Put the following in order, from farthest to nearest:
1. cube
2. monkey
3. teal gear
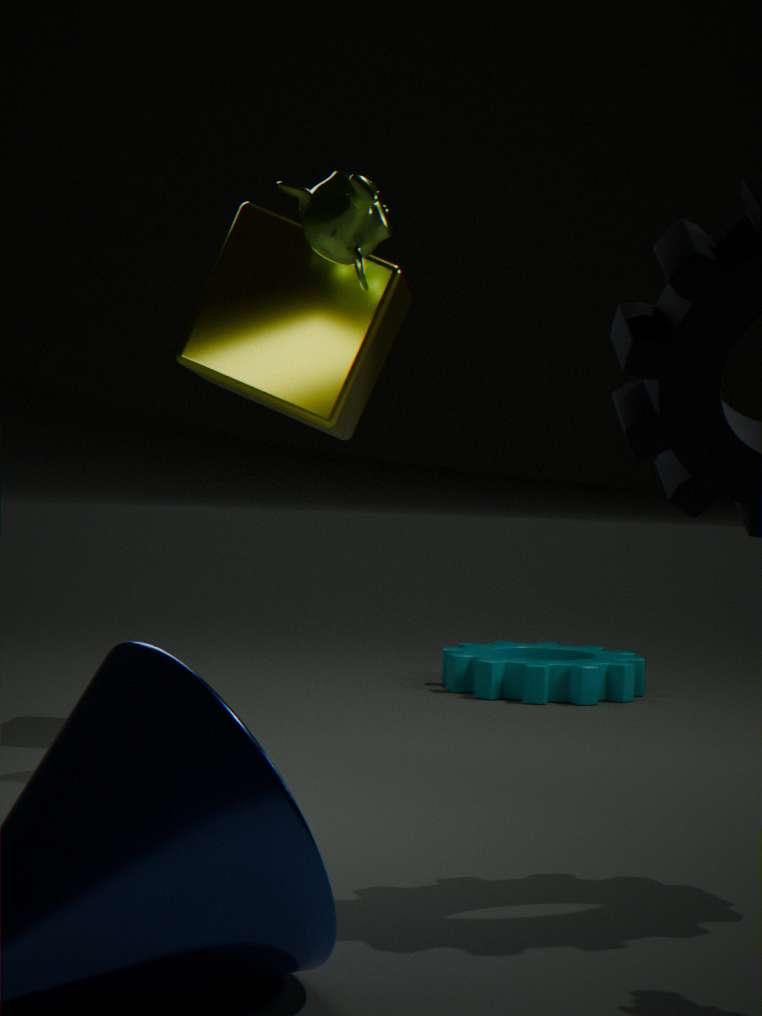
teal gear
cube
monkey
